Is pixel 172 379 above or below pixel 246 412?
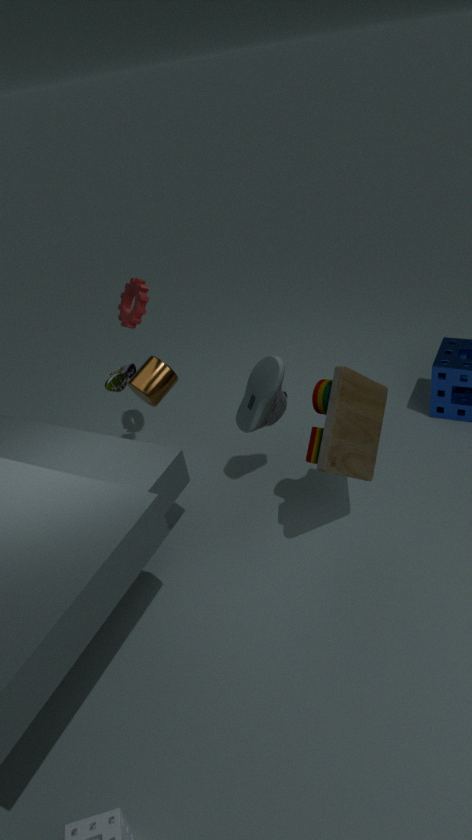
above
